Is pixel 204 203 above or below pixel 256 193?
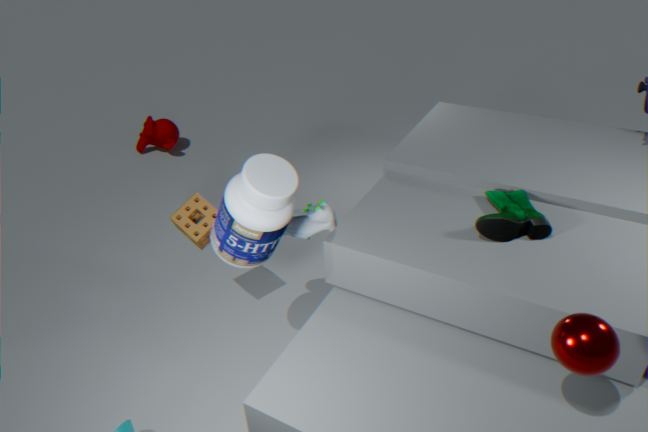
below
